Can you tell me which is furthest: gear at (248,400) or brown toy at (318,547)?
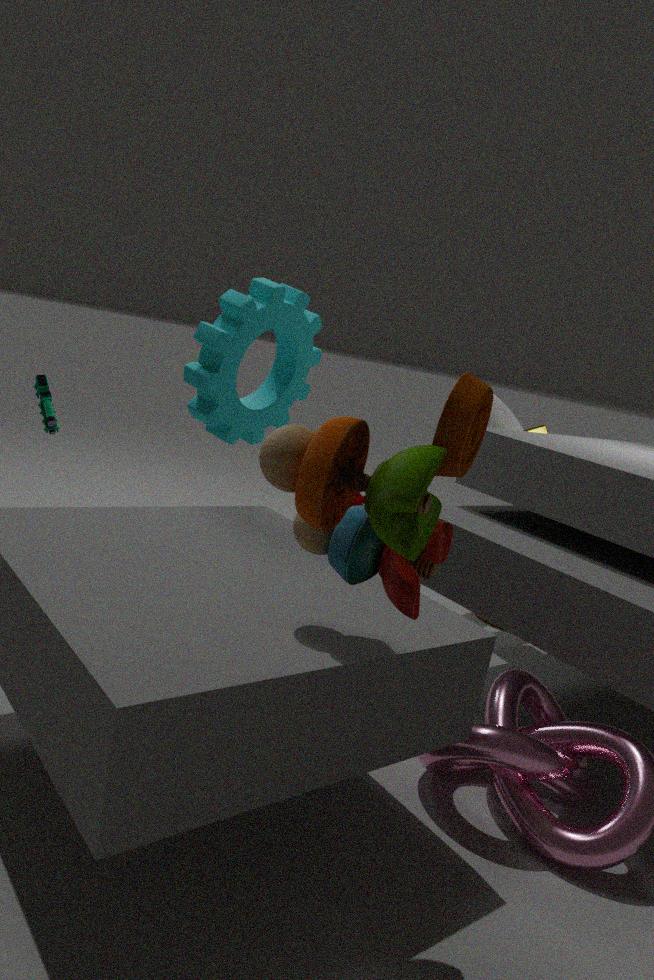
gear at (248,400)
